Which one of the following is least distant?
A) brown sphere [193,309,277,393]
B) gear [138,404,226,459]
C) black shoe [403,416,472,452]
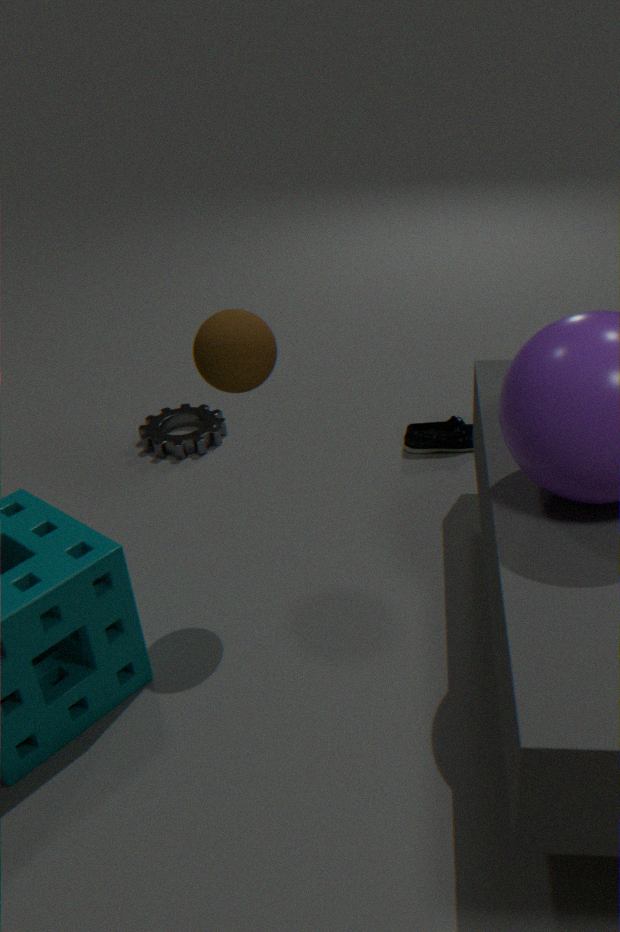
brown sphere [193,309,277,393]
